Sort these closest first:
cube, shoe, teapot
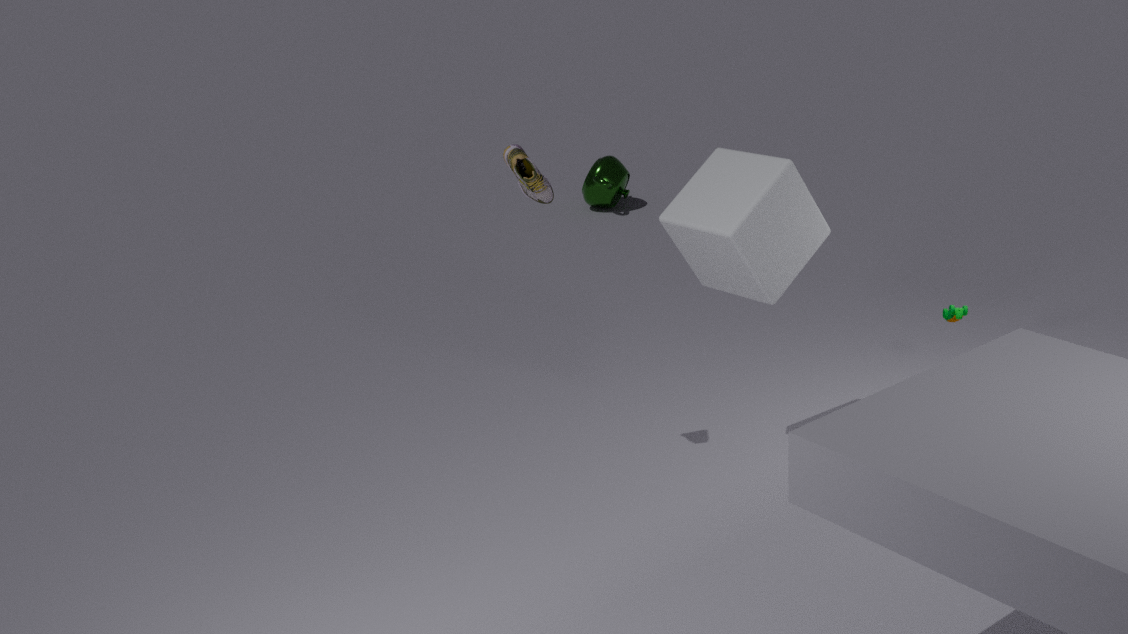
1. cube
2. shoe
3. teapot
